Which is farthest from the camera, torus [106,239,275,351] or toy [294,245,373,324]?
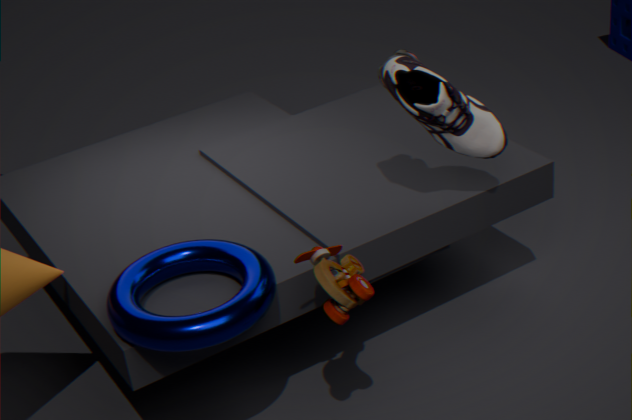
toy [294,245,373,324]
